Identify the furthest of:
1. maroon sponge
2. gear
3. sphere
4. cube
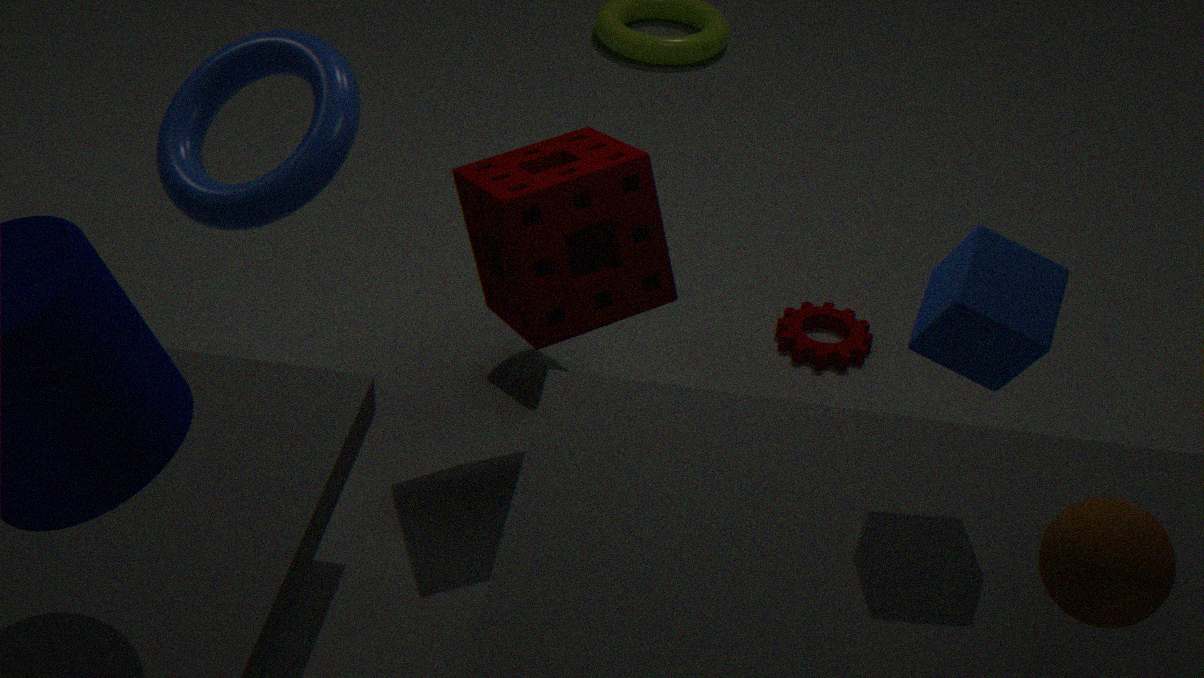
gear
